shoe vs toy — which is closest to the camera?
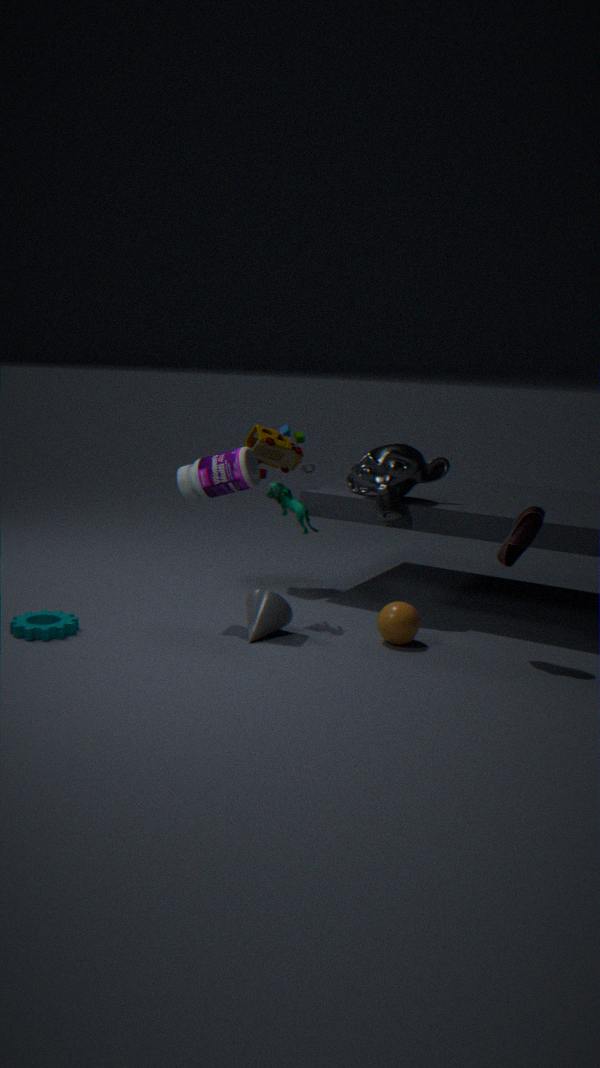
shoe
